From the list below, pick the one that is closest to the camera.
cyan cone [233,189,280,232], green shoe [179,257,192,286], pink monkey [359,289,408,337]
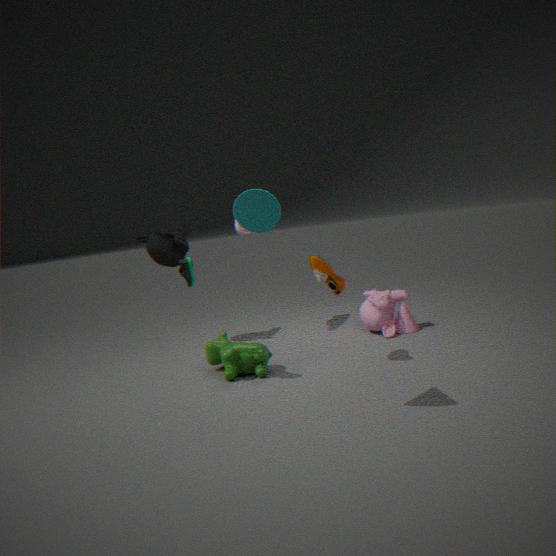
cyan cone [233,189,280,232]
